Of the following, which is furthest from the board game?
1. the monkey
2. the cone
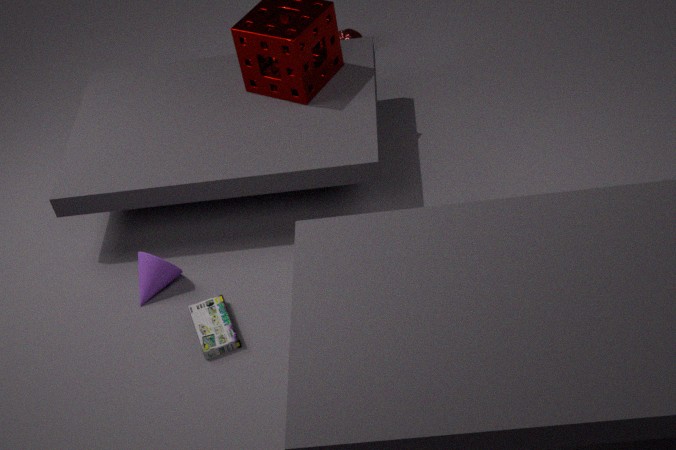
the monkey
